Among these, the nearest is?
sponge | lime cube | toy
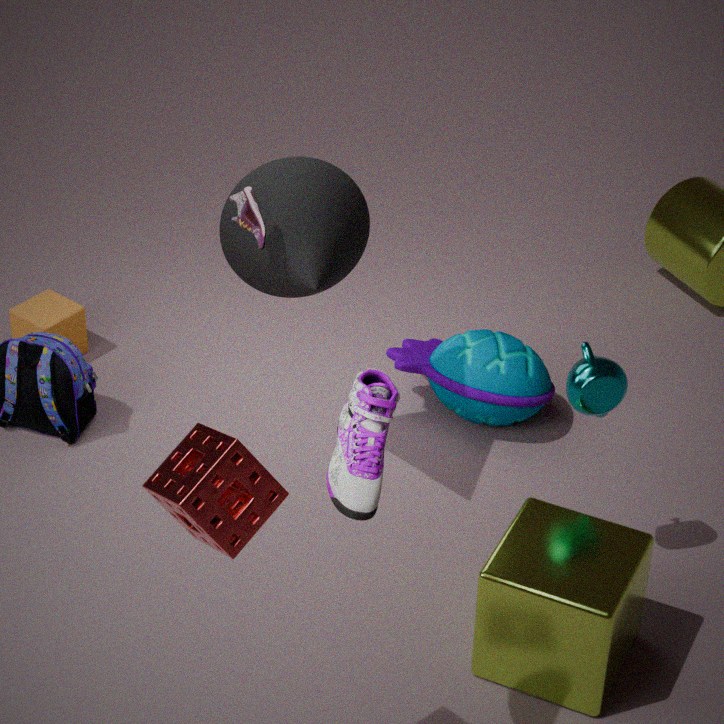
sponge
